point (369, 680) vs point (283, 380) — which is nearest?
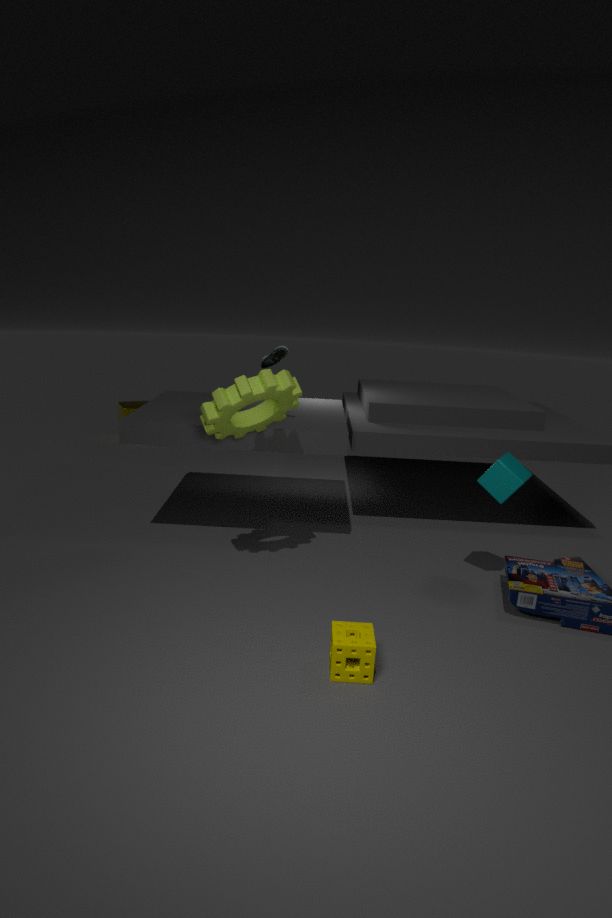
point (369, 680)
